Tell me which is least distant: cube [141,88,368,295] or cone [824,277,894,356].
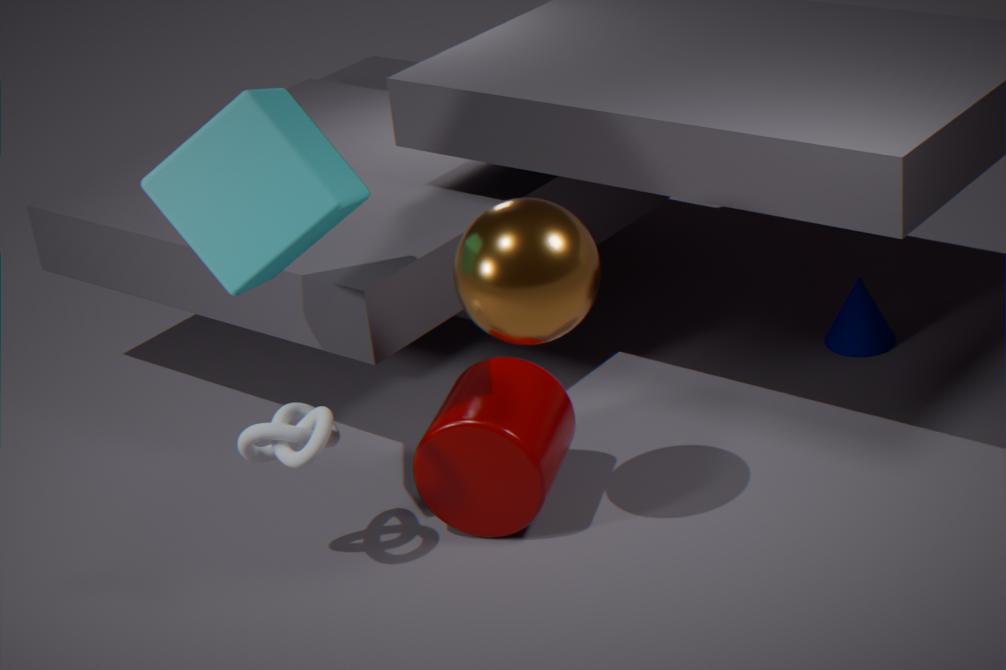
cube [141,88,368,295]
